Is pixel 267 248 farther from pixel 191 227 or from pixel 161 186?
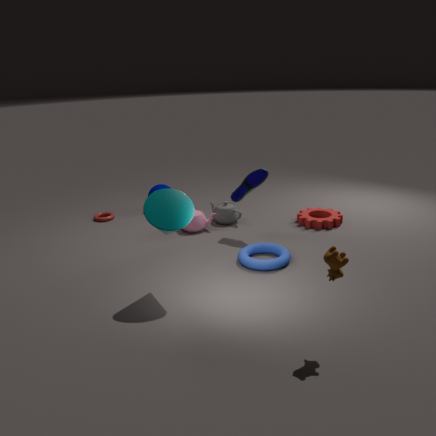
pixel 161 186
